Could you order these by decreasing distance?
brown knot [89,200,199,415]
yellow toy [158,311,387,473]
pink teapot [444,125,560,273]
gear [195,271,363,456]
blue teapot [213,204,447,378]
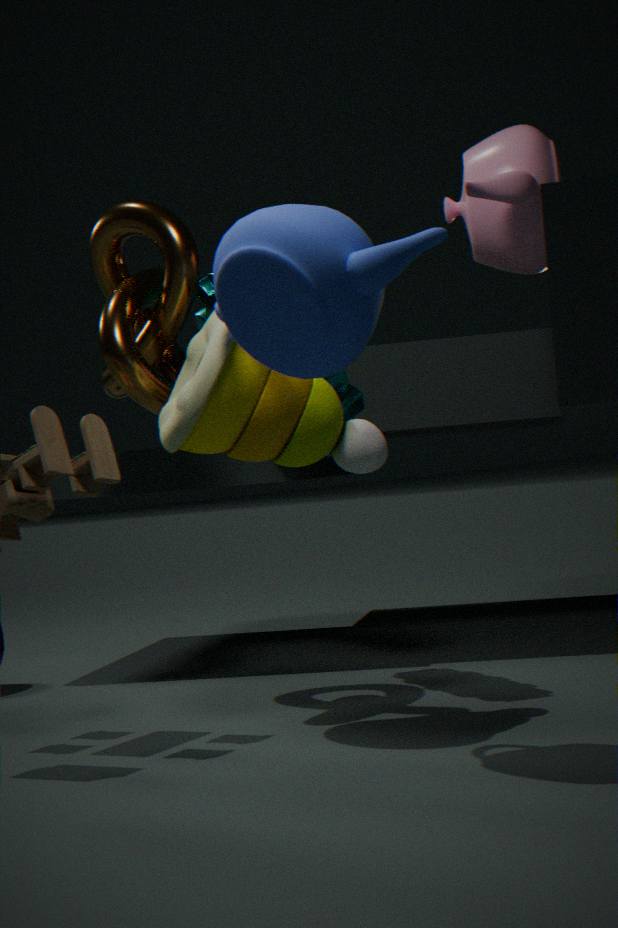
gear [195,271,363,456] < brown knot [89,200,199,415] < pink teapot [444,125,560,273] < yellow toy [158,311,387,473] < blue teapot [213,204,447,378]
